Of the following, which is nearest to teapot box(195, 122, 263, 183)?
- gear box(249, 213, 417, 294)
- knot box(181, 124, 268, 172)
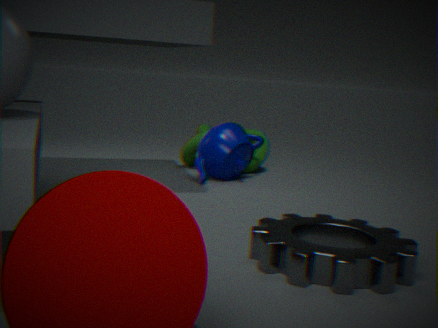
knot box(181, 124, 268, 172)
